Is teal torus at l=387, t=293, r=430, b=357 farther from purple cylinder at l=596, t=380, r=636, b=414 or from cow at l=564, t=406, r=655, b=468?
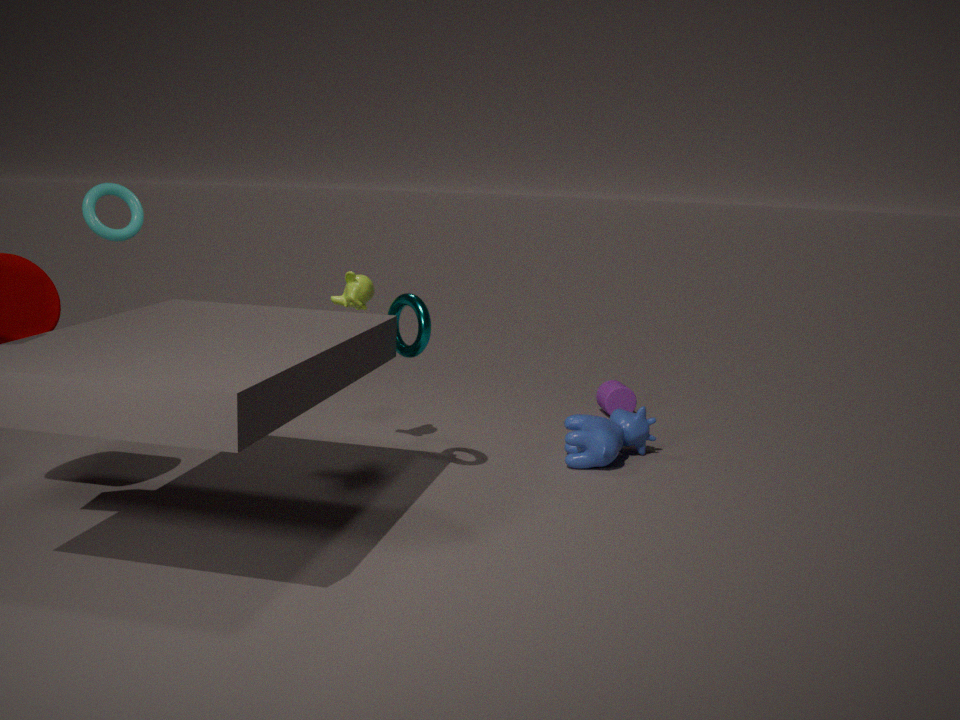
purple cylinder at l=596, t=380, r=636, b=414
